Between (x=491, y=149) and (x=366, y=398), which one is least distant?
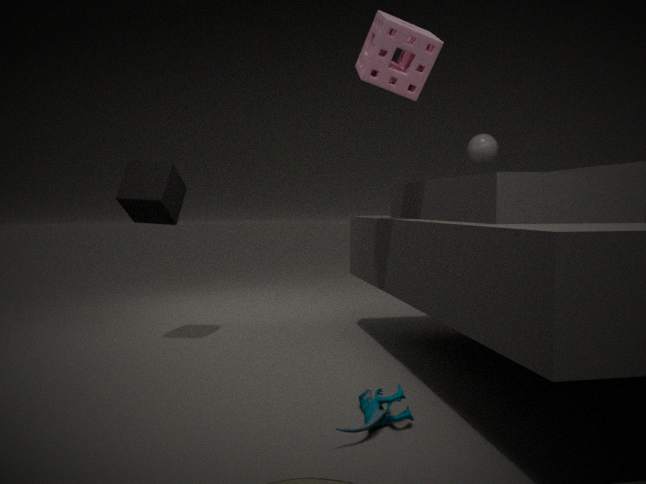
(x=366, y=398)
